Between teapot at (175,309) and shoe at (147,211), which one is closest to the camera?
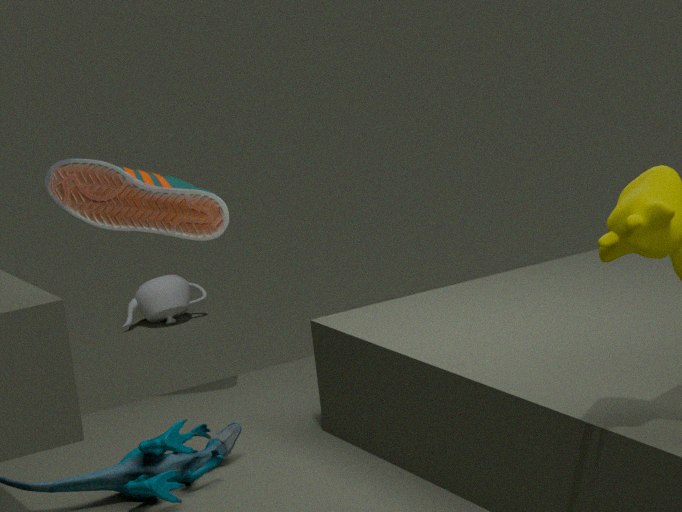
shoe at (147,211)
